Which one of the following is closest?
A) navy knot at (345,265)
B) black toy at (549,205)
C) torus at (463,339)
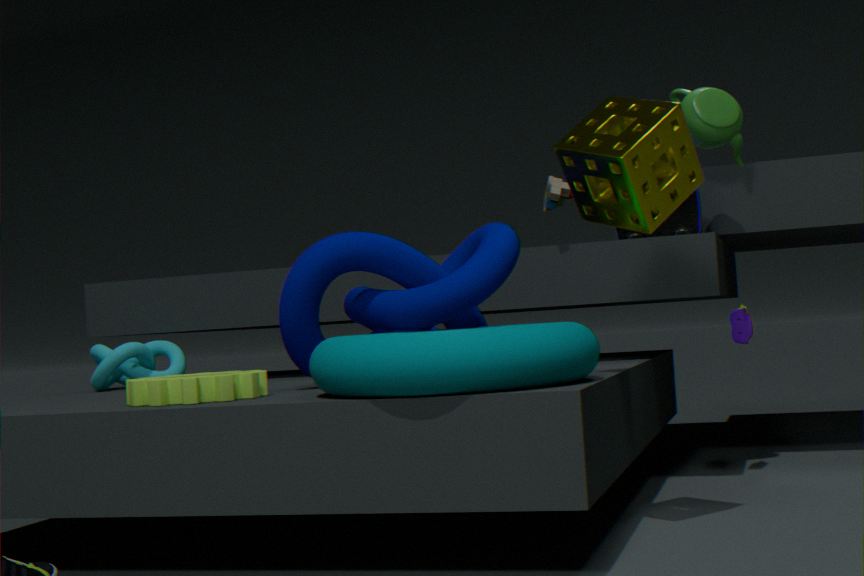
torus at (463,339)
